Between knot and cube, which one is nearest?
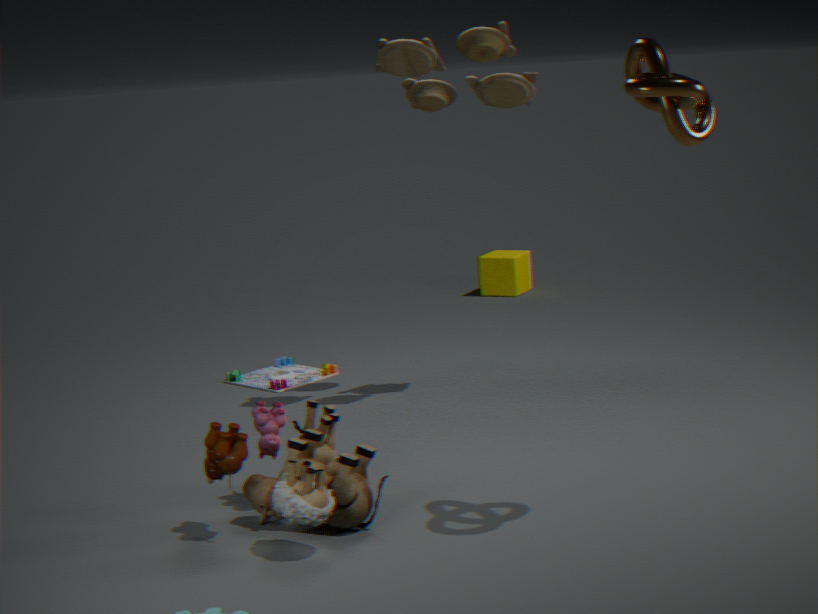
knot
